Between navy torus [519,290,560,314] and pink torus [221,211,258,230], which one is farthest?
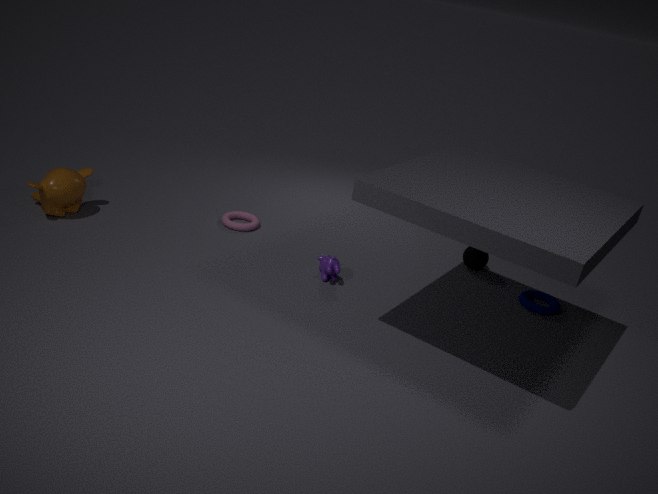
pink torus [221,211,258,230]
